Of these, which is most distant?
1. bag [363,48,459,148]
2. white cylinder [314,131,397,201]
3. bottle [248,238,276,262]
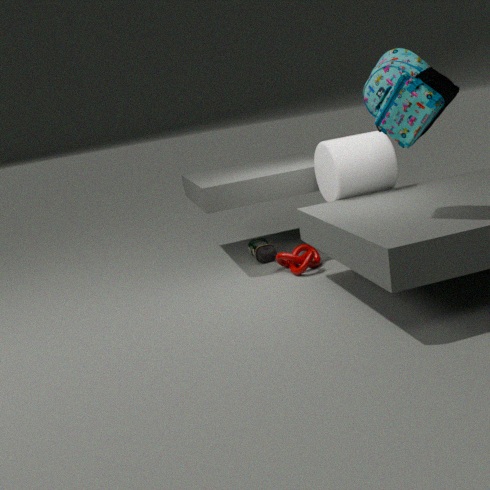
bottle [248,238,276,262]
